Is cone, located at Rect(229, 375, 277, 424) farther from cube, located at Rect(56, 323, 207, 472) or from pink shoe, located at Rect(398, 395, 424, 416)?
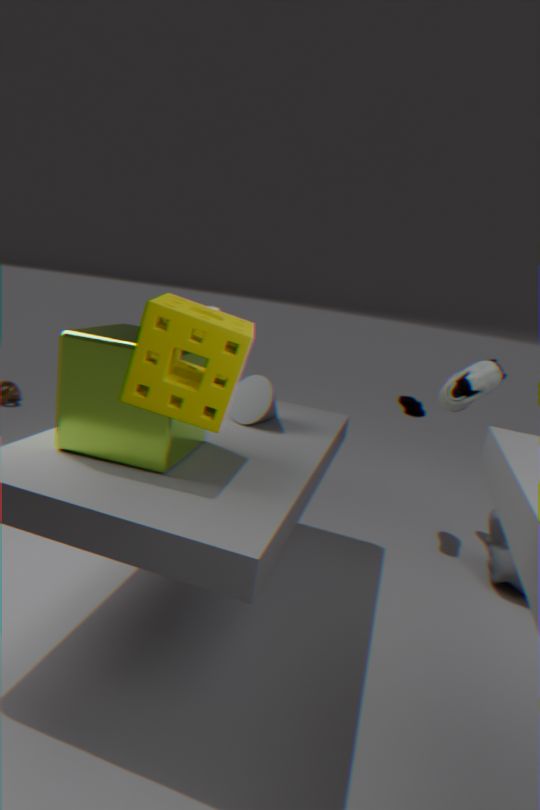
pink shoe, located at Rect(398, 395, 424, 416)
